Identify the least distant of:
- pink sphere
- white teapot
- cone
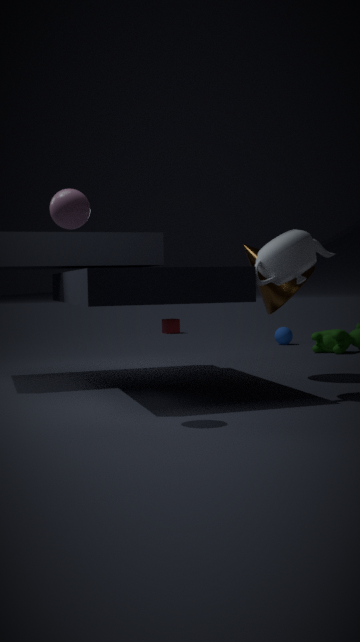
pink sphere
